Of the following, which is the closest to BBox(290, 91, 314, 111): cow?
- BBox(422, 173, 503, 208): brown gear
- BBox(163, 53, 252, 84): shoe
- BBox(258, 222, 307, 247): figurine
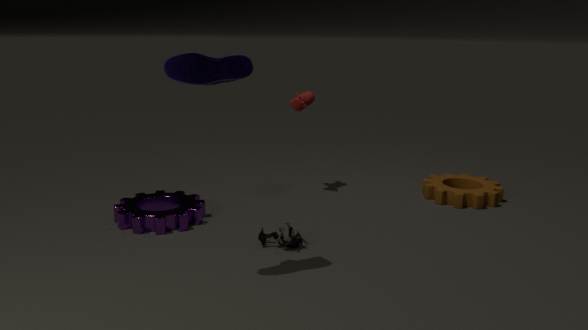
BBox(422, 173, 503, 208): brown gear
